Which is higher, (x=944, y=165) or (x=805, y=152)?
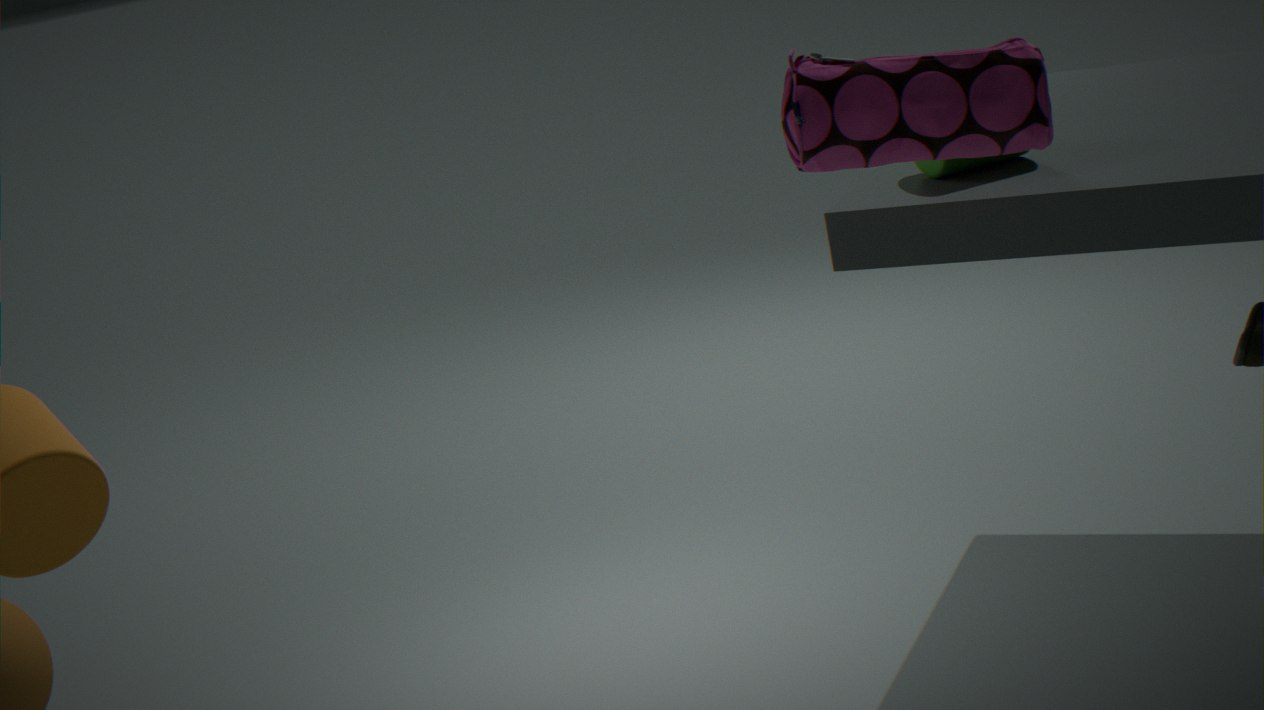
(x=805, y=152)
